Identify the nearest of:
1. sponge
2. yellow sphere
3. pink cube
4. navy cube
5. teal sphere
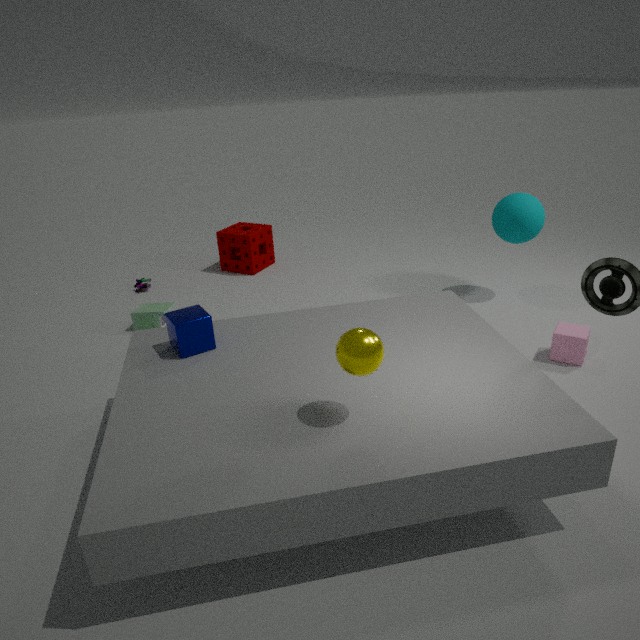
yellow sphere
